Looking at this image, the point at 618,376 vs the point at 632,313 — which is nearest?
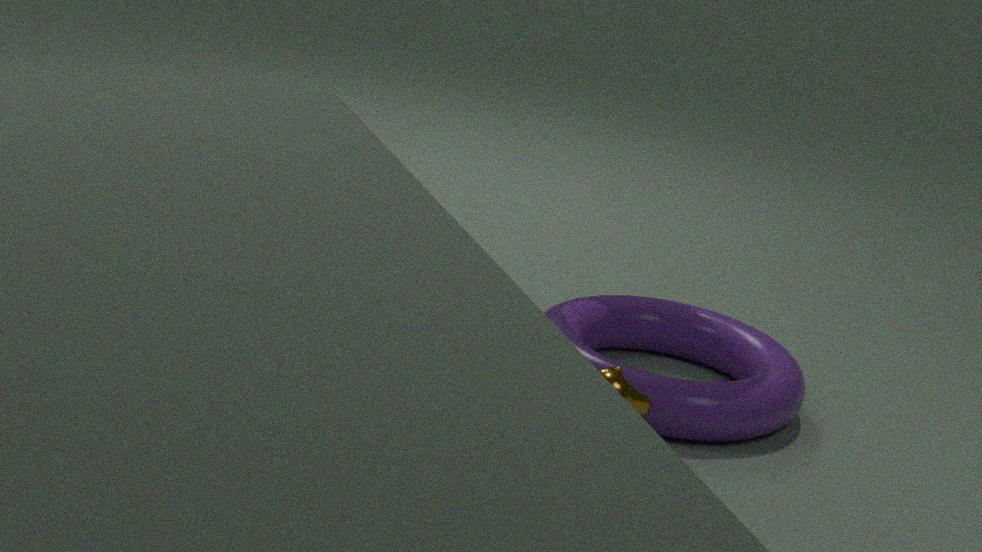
the point at 618,376
